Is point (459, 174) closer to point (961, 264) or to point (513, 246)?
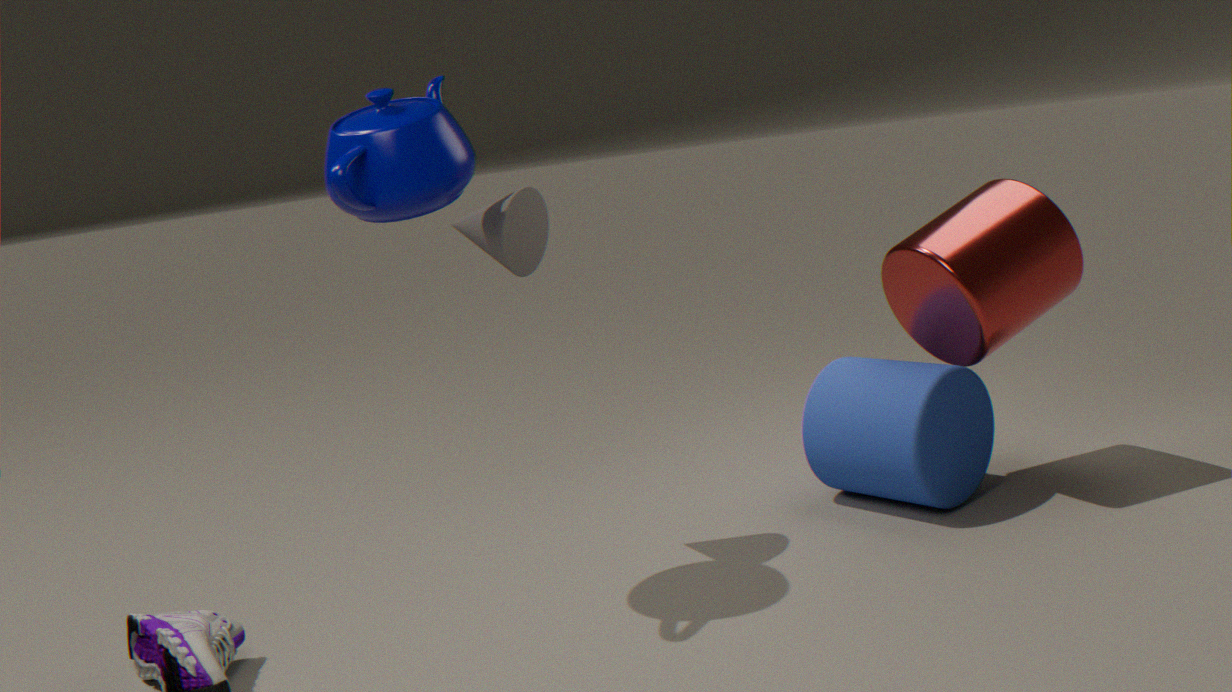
point (513, 246)
